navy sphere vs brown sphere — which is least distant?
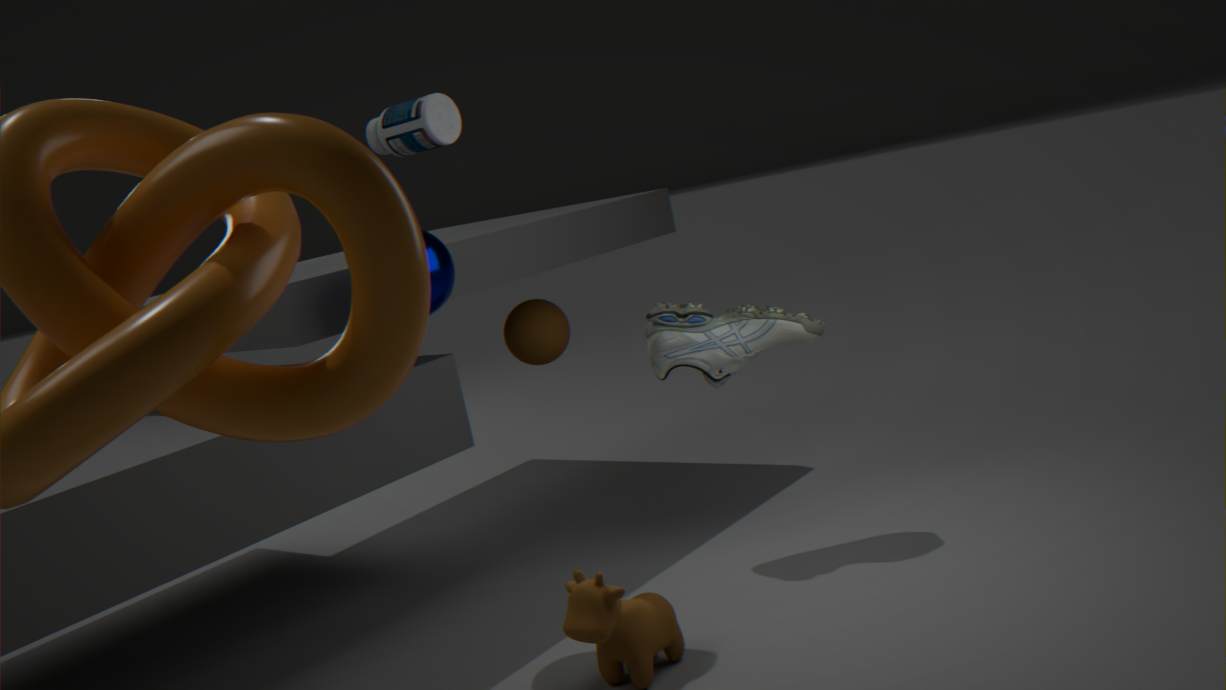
navy sphere
